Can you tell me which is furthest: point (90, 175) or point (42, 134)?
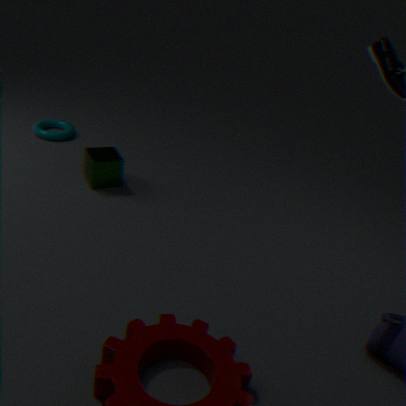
point (42, 134)
